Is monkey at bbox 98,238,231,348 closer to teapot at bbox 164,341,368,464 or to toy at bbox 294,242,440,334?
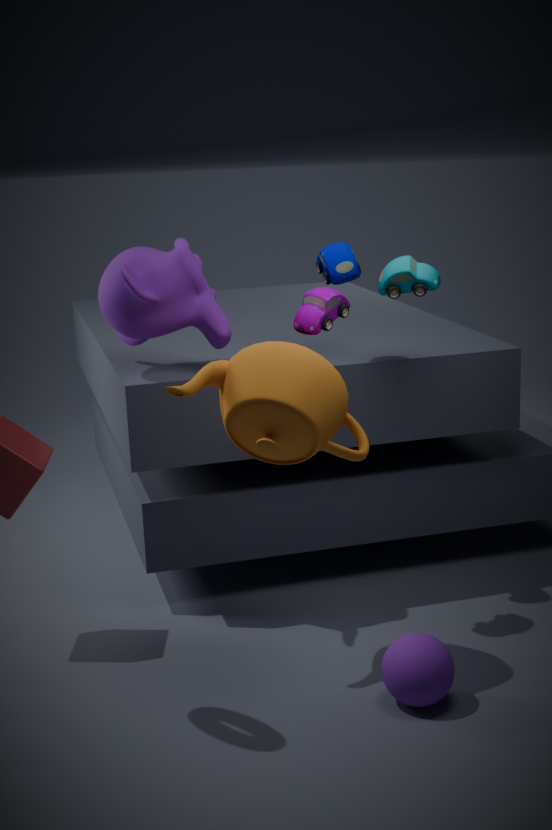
toy at bbox 294,242,440,334
